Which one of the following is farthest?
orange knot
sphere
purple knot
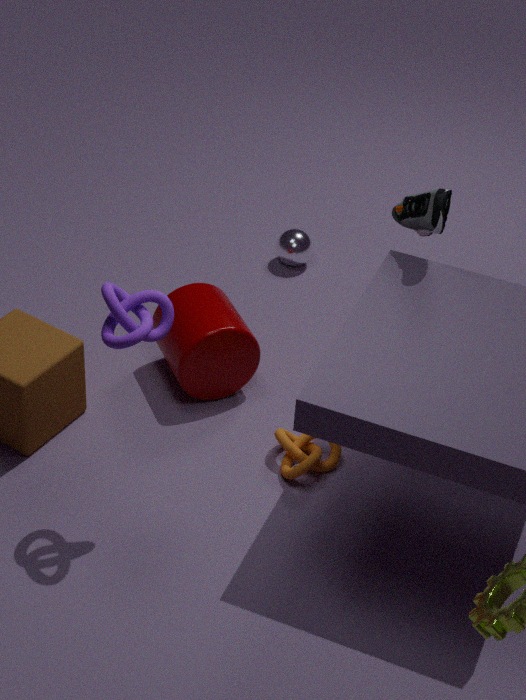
sphere
